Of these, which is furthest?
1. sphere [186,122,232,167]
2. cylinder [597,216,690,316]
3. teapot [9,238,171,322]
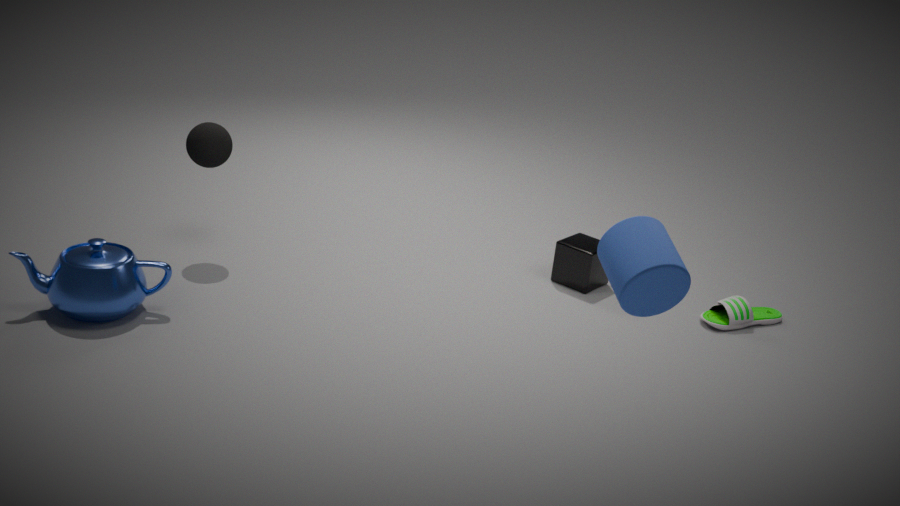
sphere [186,122,232,167]
